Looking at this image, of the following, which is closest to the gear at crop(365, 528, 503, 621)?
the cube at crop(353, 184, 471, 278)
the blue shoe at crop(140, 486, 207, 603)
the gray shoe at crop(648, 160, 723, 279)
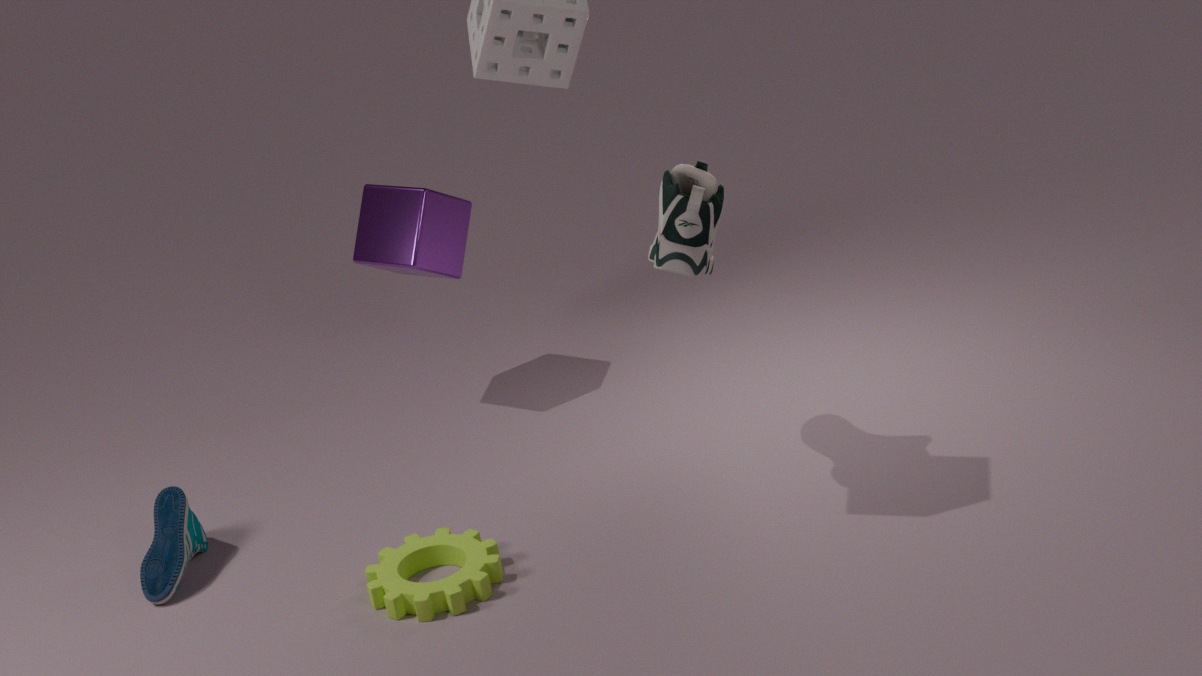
the blue shoe at crop(140, 486, 207, 603)
